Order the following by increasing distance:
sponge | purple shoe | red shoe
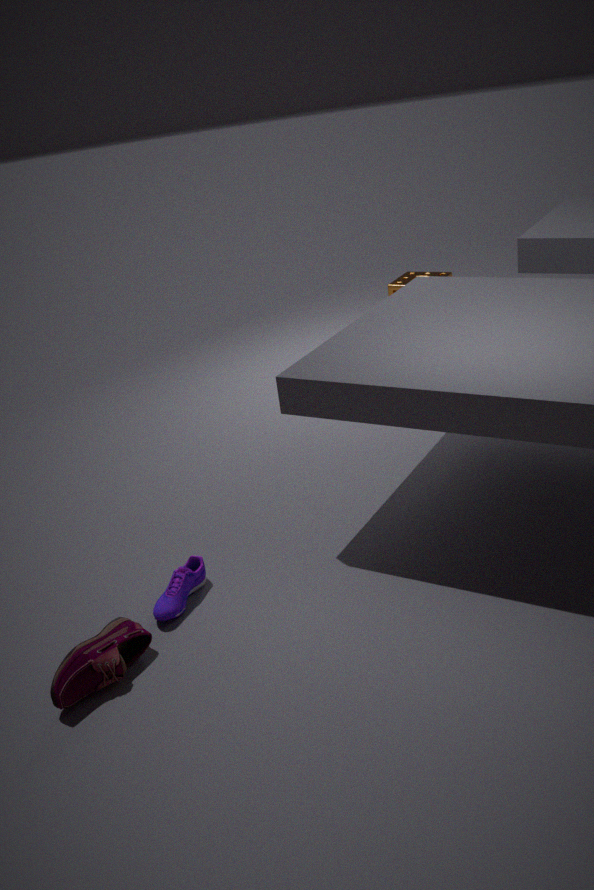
1. red shoe
2. purple shoe
3. sponge
